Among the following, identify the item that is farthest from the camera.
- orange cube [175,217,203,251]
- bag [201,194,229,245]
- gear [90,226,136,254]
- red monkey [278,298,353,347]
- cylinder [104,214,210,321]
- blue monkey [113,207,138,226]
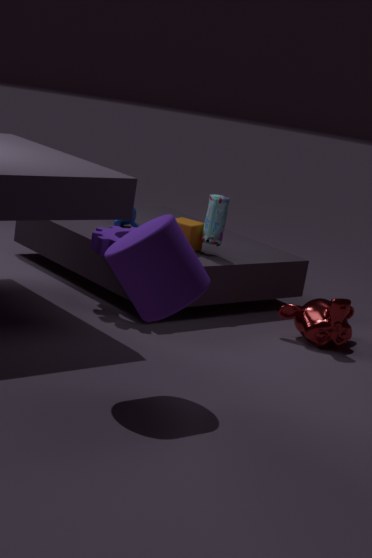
blue monkey [113,207,138,226]
